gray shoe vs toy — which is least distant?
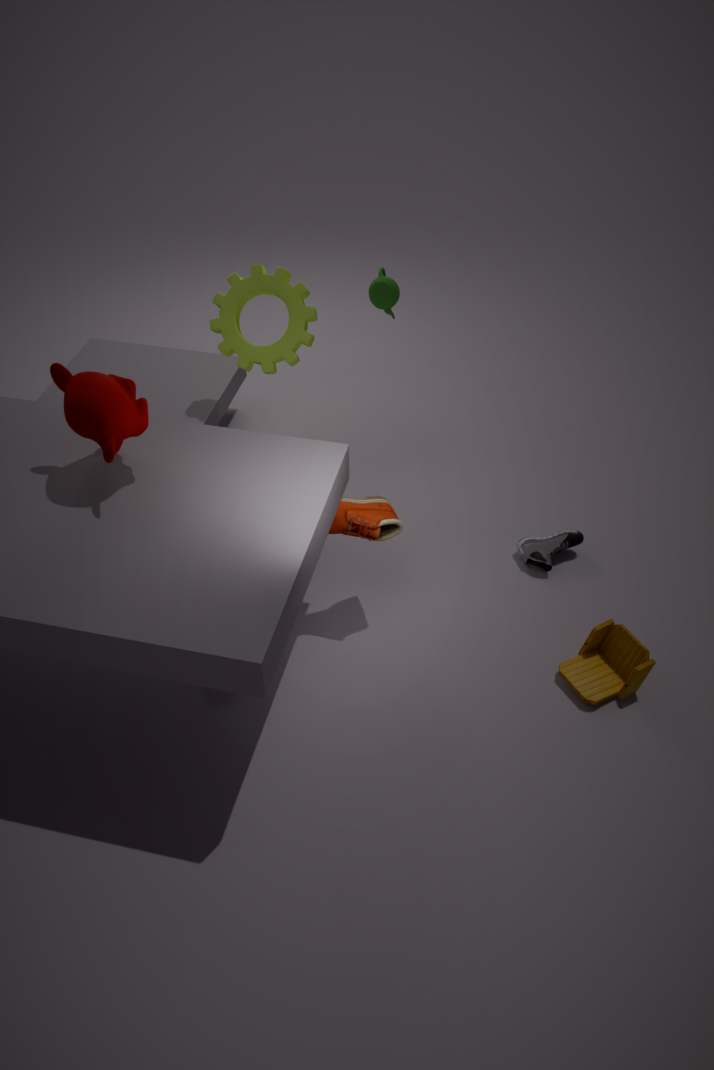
toy
